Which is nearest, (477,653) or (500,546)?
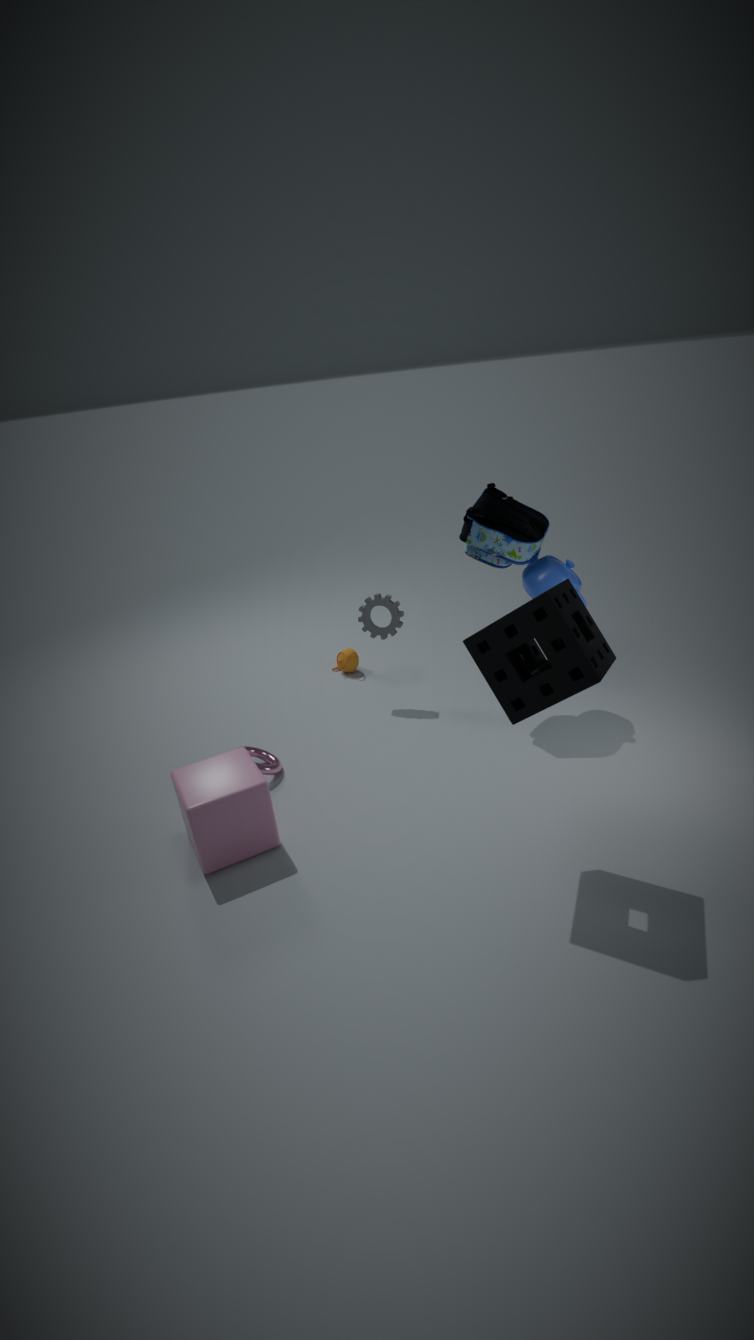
(477,653)
